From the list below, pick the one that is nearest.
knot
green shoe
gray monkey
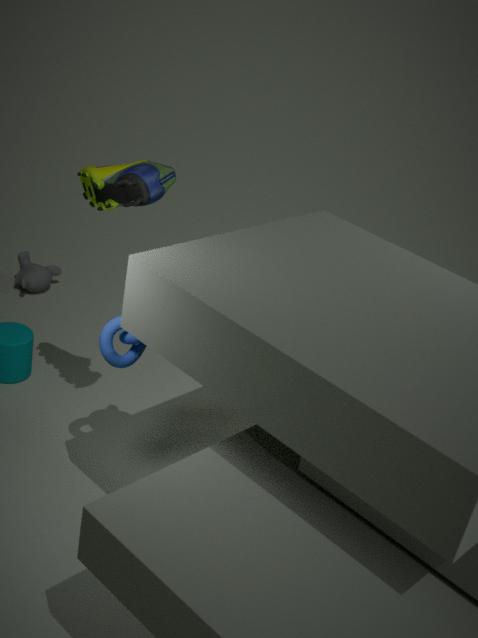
green shoe
